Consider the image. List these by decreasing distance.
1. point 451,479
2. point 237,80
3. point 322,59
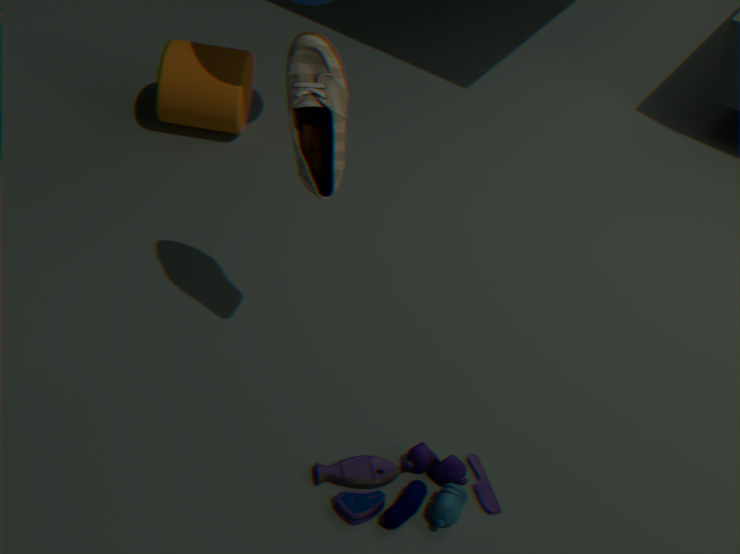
1. point 237,80
2. point 451,479
3. point 322,59
